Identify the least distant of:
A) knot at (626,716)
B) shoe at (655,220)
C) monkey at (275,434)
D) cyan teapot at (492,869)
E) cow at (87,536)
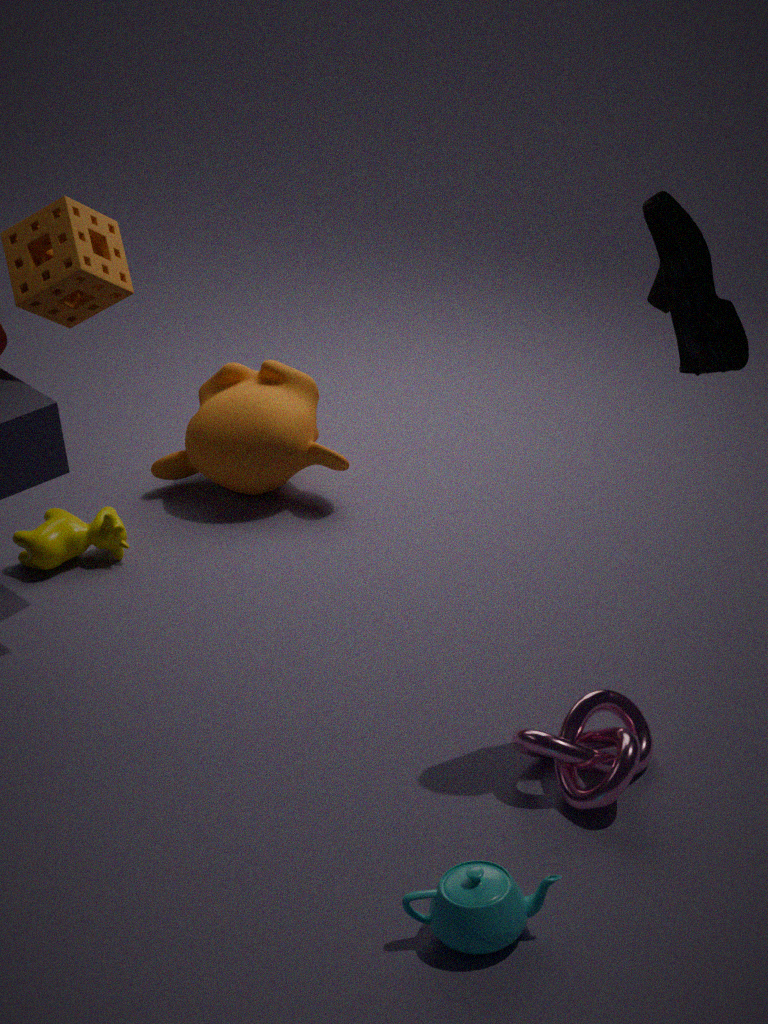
cyan teapot at (492,869)
